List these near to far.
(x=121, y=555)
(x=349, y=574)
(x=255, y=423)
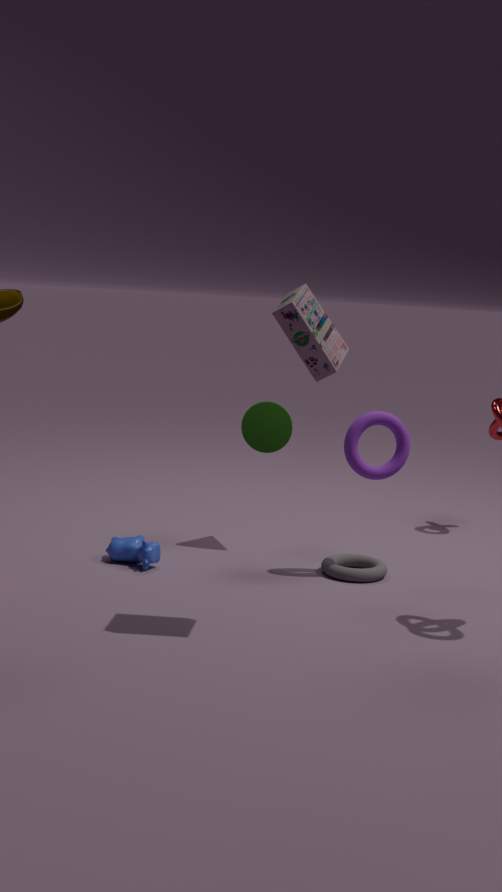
1. (x=349, y=574)
2. (x=121, y=555)
3. (x=255, y=423)
